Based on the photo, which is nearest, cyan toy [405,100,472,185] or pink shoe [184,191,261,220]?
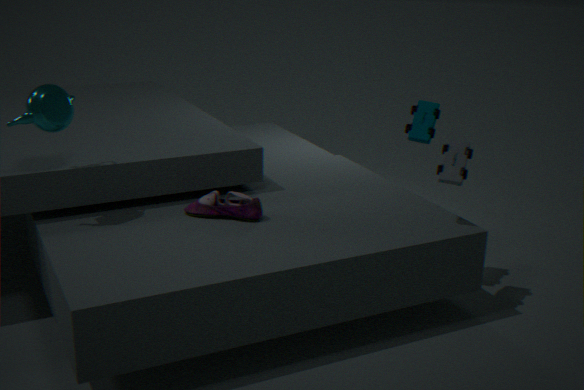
cyan toy [405,100,472,185]
